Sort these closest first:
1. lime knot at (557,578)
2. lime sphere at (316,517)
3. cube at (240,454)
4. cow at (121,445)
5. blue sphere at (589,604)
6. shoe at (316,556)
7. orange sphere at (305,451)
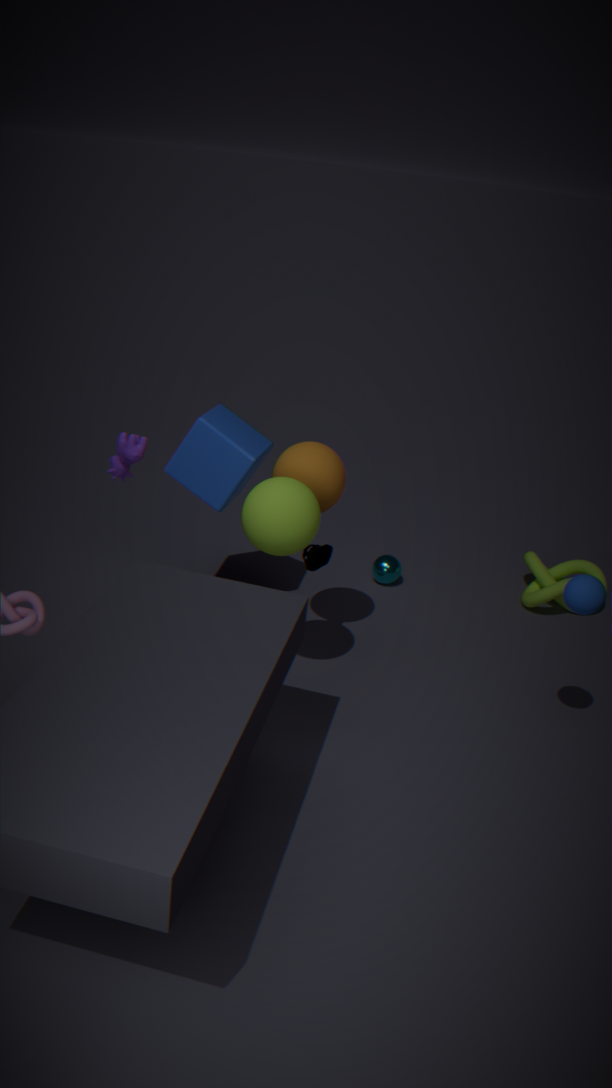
blue sphere at (589,604)
lime sphere at (316,517)
cow at (121,445)
orange sphere at (305,451)
shoe at (316,556)
cube at (240,454)
lime knot at (557,578)
